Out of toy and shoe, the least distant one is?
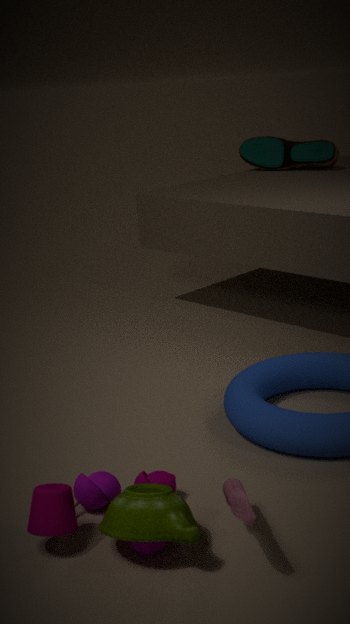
toy
